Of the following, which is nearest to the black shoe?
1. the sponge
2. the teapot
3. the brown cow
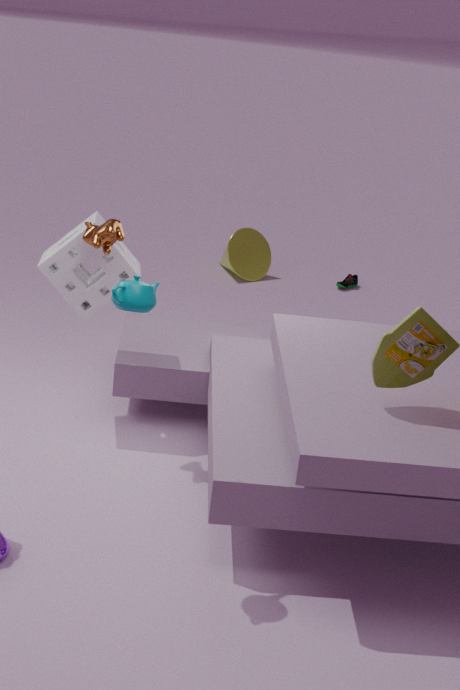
the sponge
